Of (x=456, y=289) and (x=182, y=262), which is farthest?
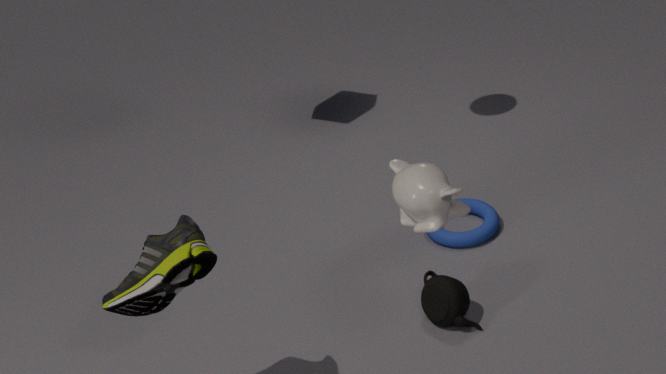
(x=456, y=289)
